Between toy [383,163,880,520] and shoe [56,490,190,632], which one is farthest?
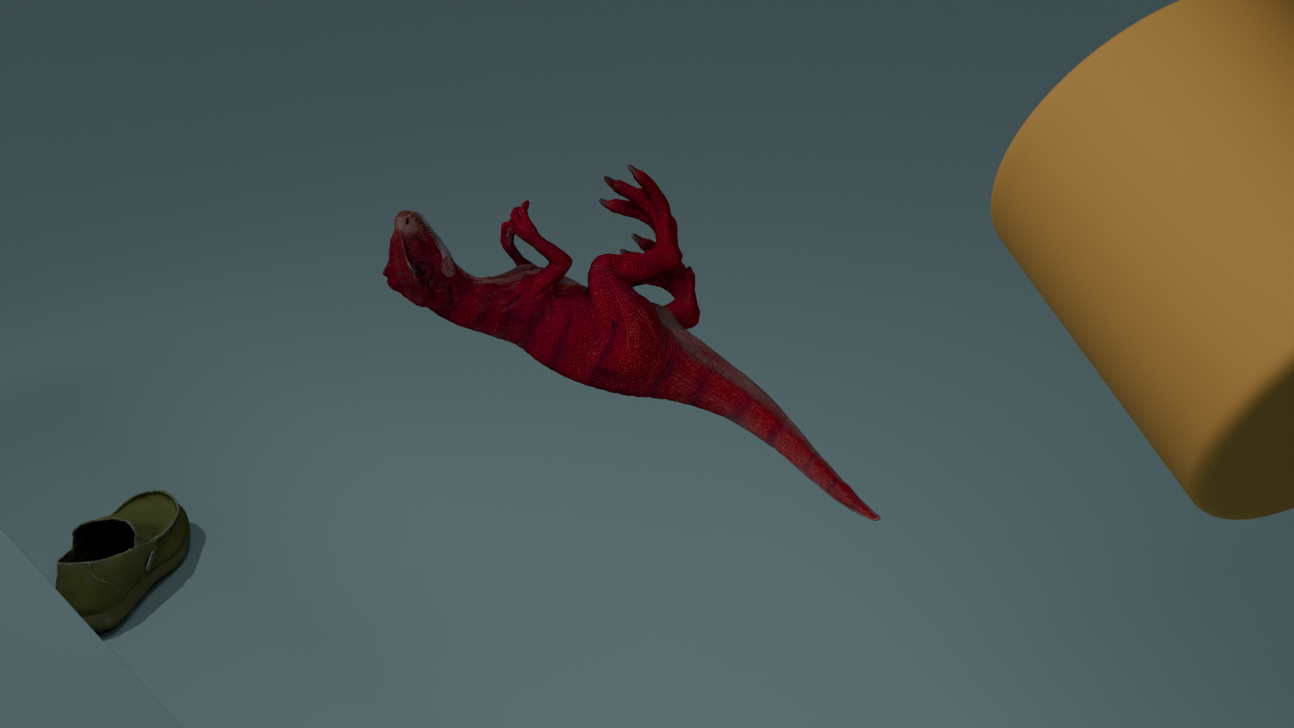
shoe [56,490,190,632]
